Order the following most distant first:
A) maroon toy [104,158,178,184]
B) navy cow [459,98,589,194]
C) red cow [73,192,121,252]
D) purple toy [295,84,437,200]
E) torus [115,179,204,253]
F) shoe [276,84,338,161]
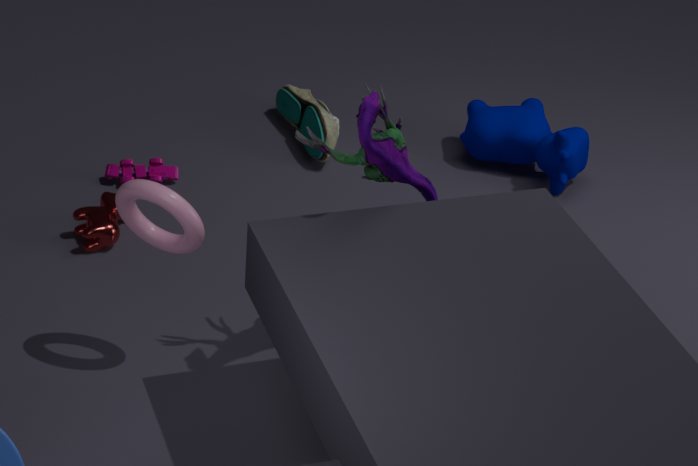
F. shoe [276,84,338,161] < B. navy cow [459,98,589,194] < A. maroon toy [104,158,178,184] < C. red cow [73,192,121,252] < E. torus [115,179,204,253] < D. purple toy [295,84,437,200]
